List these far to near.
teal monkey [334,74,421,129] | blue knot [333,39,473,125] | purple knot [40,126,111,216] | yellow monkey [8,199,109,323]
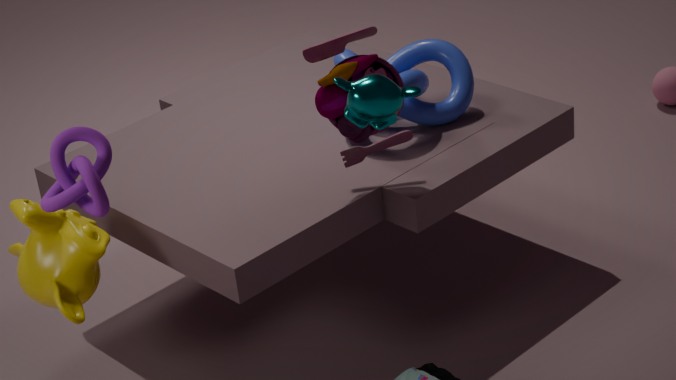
blue knot [333,39,473,125]
yellow monkey [8,199,109,323]
teal monkey [334,74,421,129]
purple knot [40,126,111,216]
